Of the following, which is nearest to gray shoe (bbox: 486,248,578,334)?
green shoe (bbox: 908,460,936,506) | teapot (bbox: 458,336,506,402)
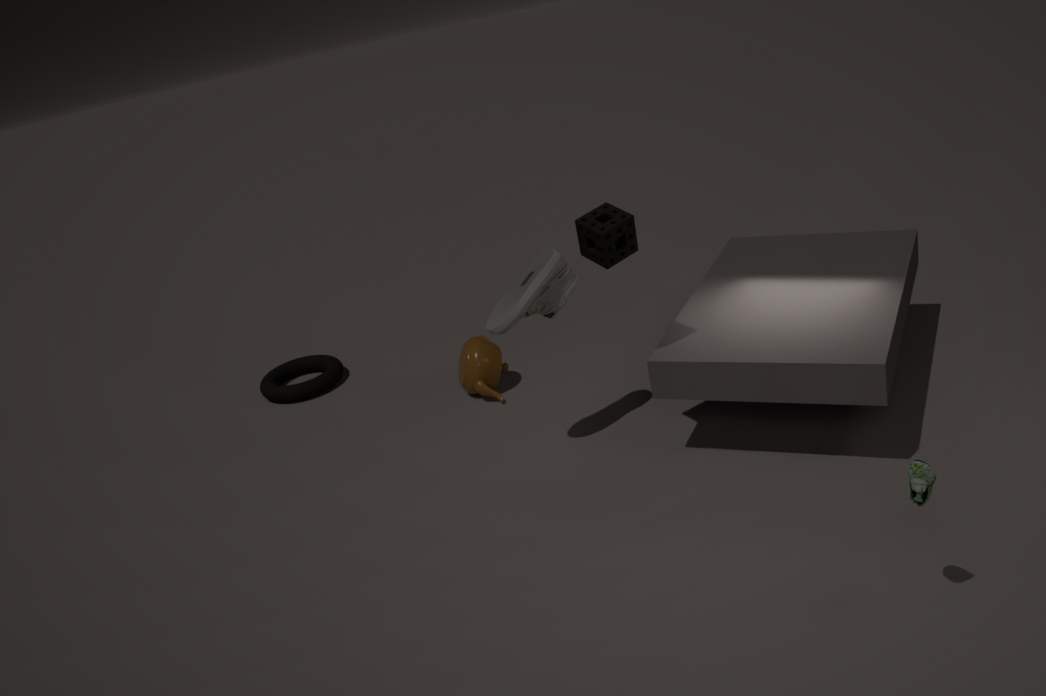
teapot (bbox: 458,336,506,402)
